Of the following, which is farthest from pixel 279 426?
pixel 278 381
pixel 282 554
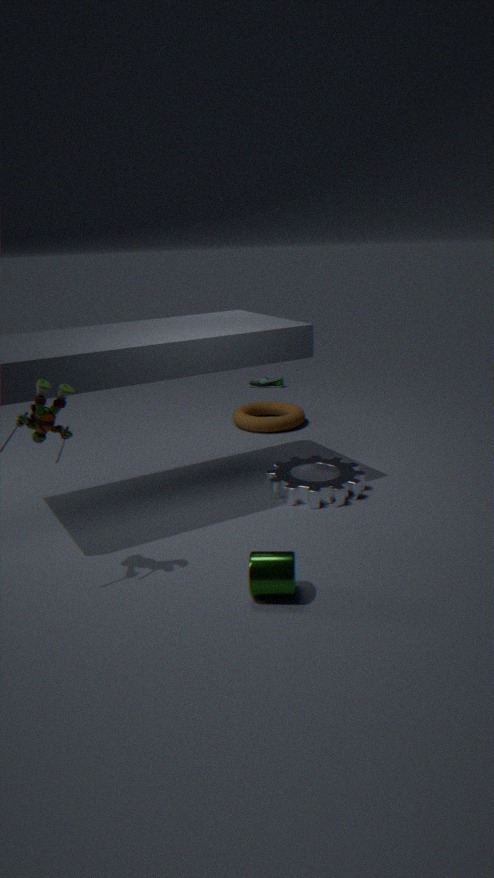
pixel 282 554
